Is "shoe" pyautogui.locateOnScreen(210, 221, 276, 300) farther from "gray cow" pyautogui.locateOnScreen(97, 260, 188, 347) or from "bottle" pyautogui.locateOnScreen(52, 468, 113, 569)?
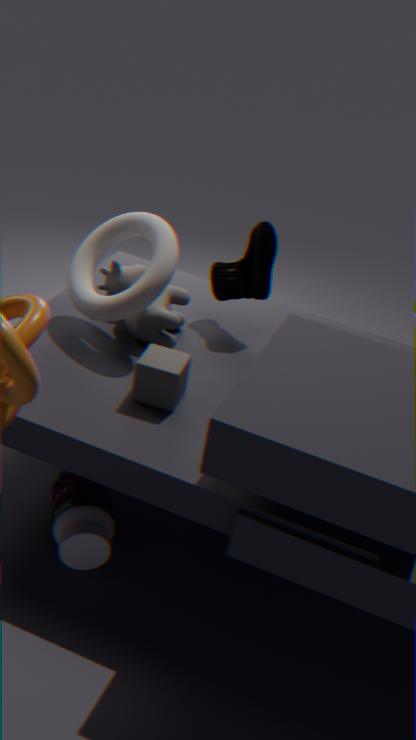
"bottle" pyautogui.locateOnScreen(52, 468, 113, 569)
